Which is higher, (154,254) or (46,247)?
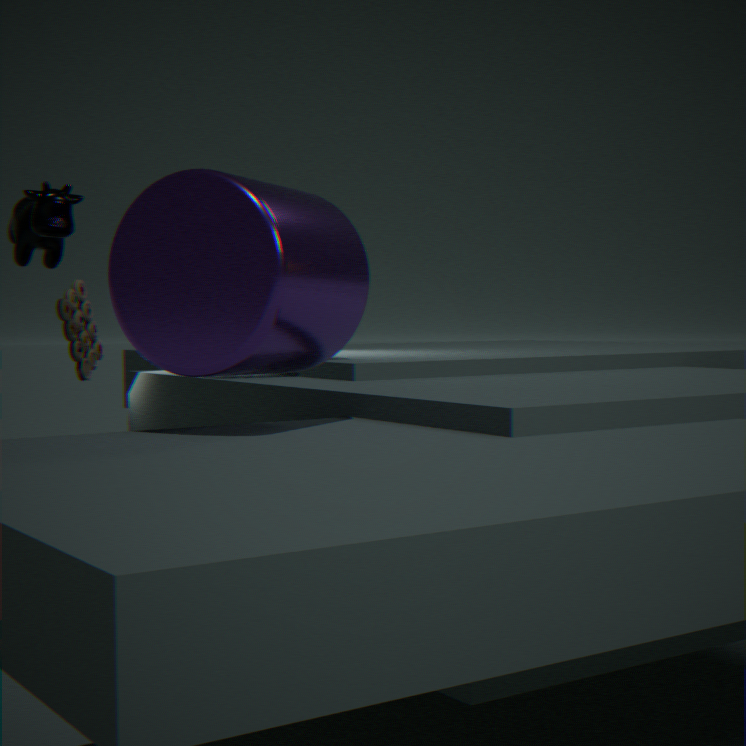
(46,247)
